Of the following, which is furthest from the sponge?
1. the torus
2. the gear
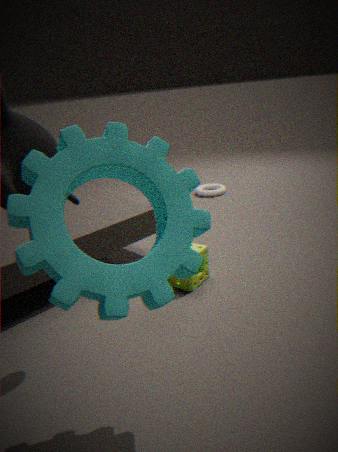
the torus
